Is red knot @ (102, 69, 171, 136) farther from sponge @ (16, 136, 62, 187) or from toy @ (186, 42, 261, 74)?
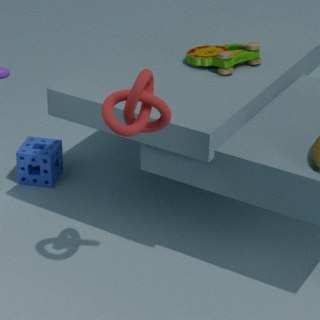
sponge @ (16, 136, 62, 187)
